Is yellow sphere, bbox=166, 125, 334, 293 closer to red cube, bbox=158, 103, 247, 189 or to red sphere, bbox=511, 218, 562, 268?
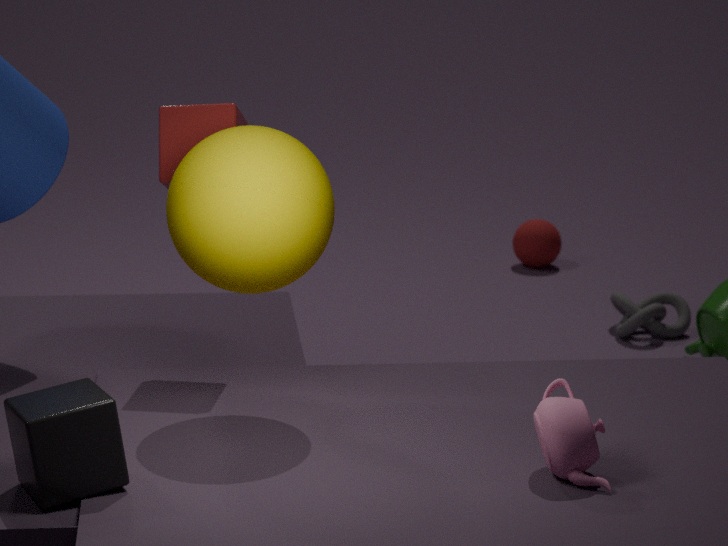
red cube, bbox=158, 103, 247, 189
